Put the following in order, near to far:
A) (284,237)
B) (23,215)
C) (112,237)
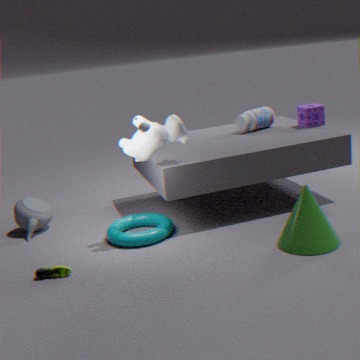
(284,237), (112,237), (23,215)
